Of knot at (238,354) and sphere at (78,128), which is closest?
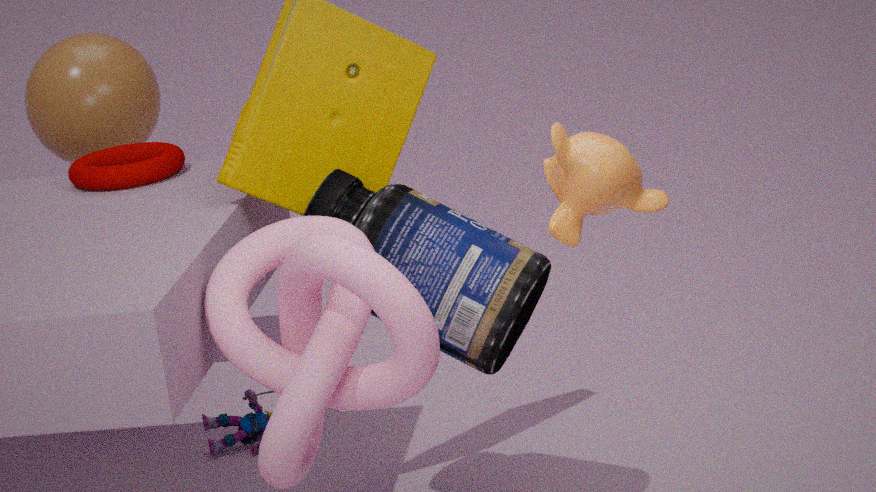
knot at (238,354)
